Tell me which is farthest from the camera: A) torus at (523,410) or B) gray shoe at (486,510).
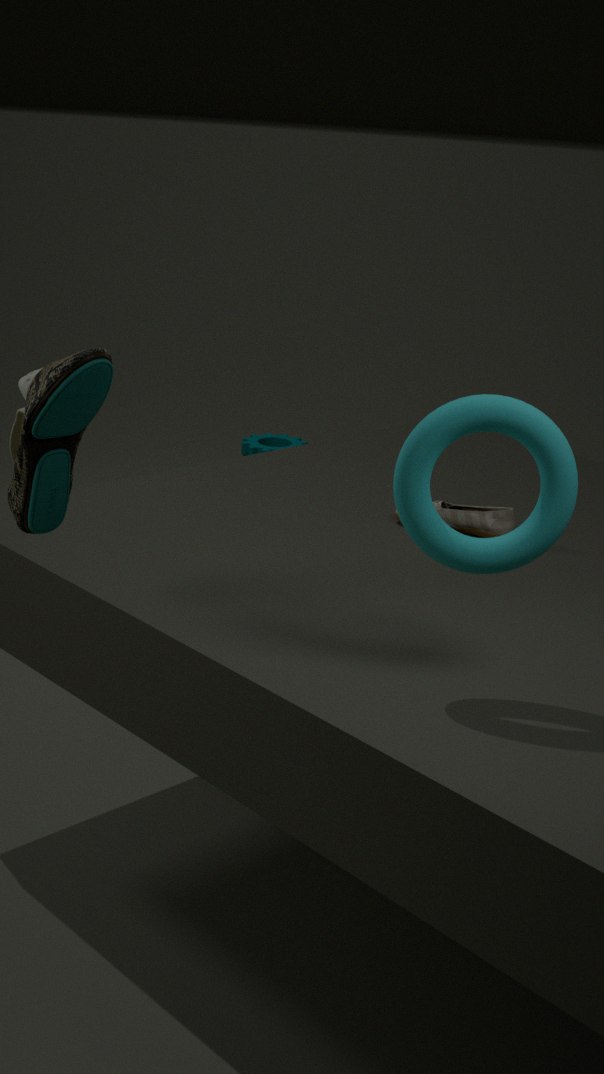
B. gray shoe at (486,510)
